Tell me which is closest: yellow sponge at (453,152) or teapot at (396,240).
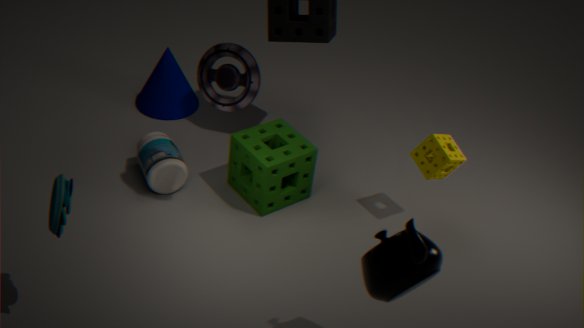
teapot at (396,240)
